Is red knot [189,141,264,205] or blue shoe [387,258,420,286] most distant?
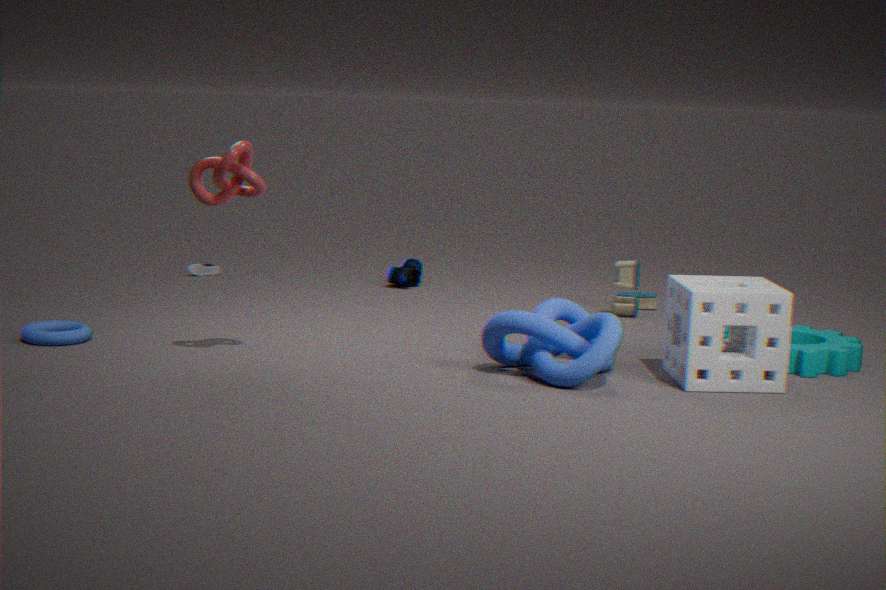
blue shoe [387,258,420,286]
